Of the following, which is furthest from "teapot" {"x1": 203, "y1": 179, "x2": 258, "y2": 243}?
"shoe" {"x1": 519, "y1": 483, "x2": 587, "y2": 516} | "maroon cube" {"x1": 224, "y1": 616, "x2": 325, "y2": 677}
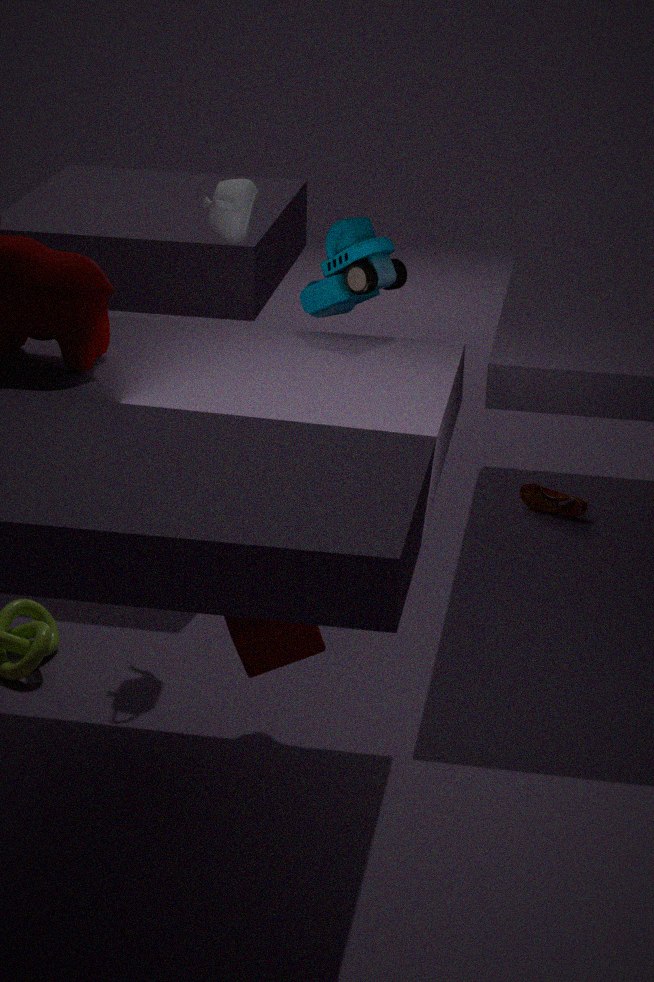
"shoe" {"x1": 519, "y1": 483, "x2": 587, "y2": 516}
